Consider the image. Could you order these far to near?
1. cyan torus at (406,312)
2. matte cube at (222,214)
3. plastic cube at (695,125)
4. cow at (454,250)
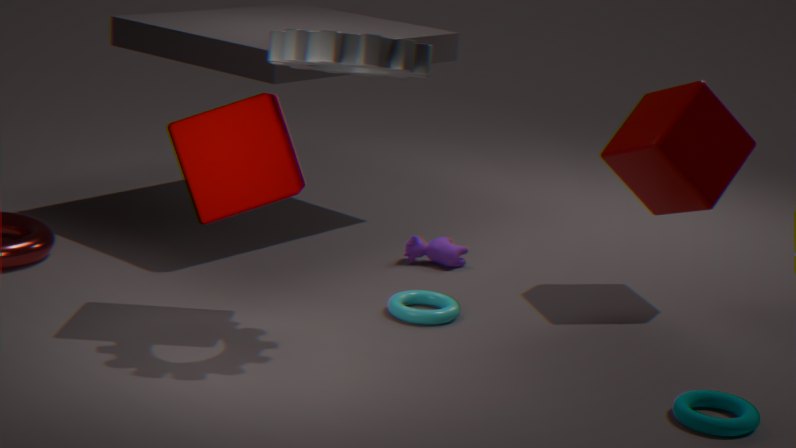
cow at (454,250), plastic cube at (695,125), cyan torus at (406,312), matte cube at (222,214)
